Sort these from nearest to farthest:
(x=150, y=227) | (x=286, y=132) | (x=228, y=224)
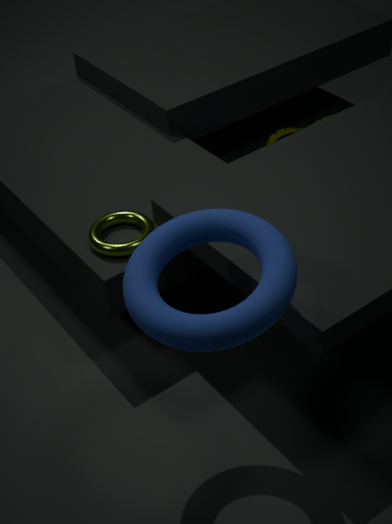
(x=228, y=224) → (x=150, y=227) → (x=286, y=132)
